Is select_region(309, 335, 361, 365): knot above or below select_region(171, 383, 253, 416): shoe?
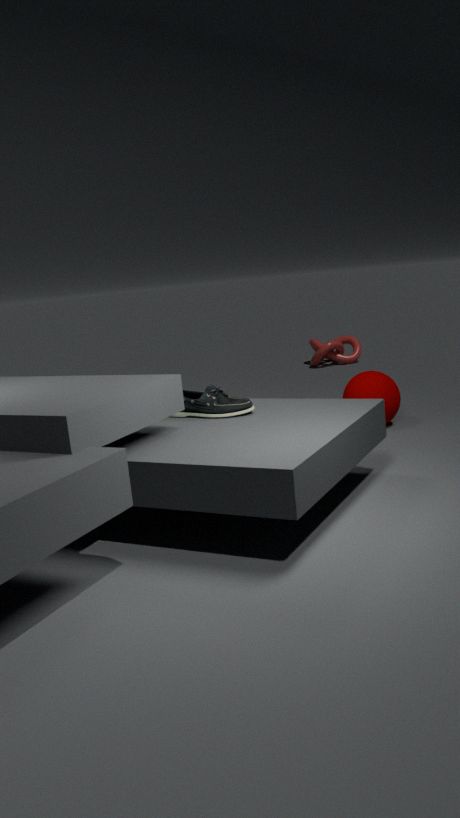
below
